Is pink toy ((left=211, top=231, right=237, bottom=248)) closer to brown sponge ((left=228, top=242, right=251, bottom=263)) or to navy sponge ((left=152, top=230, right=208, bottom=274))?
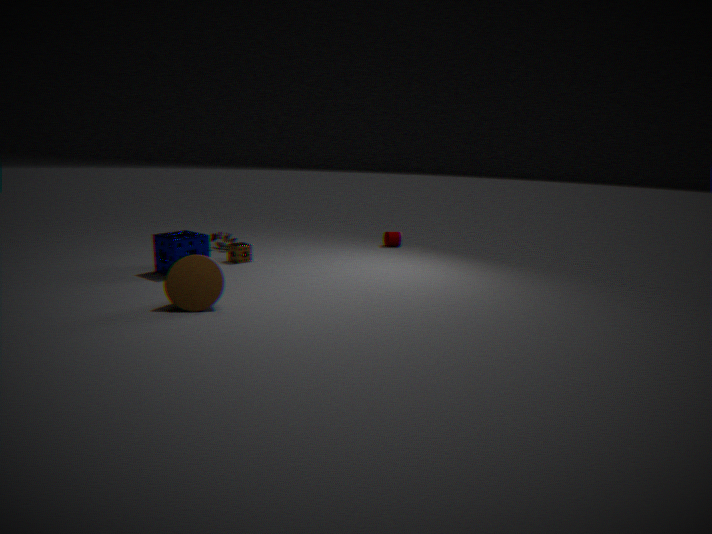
brown sponge ((left=228, top=242, right=251, bottom=263))
